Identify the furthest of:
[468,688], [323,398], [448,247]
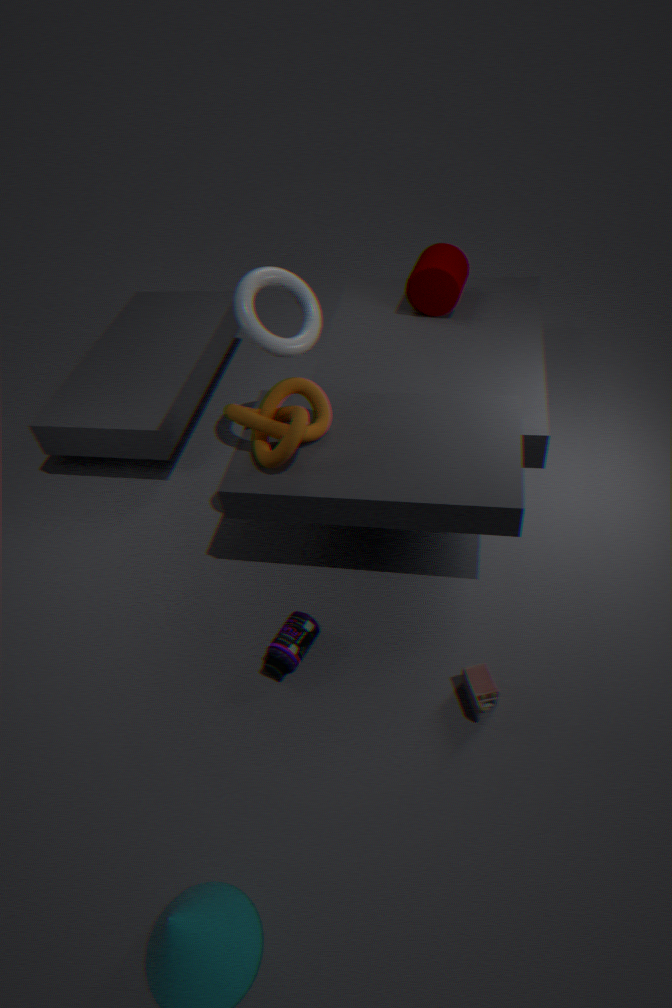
[448,247]
